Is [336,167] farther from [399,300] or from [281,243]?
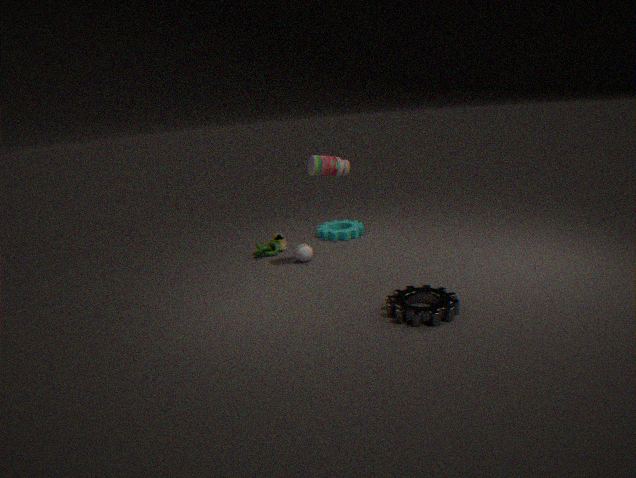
[399,300]
